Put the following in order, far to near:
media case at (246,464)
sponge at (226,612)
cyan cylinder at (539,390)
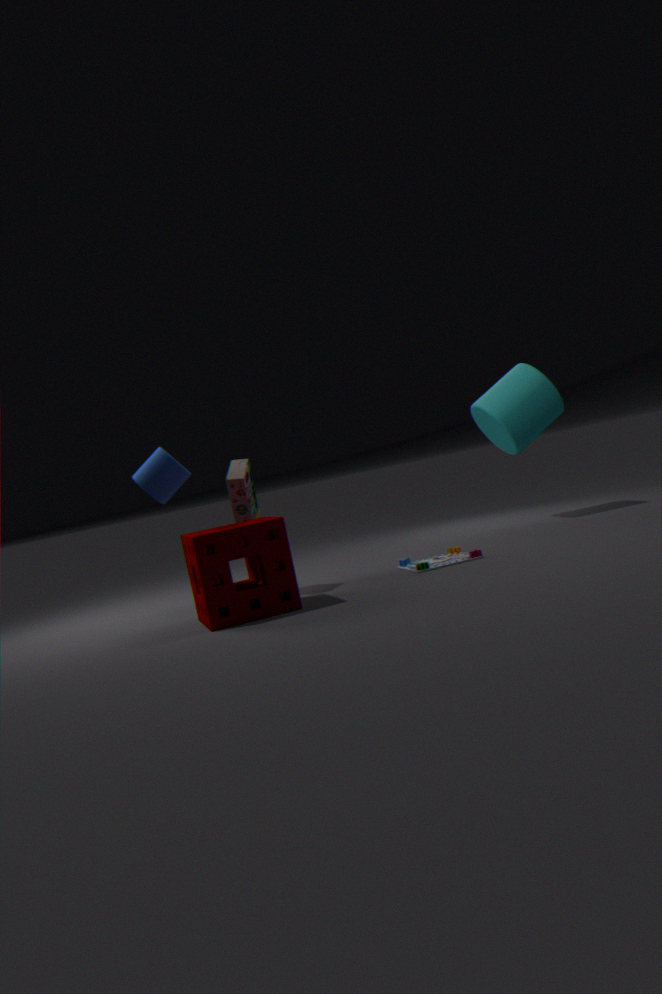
cyan cylinder at (539,390)
media case at (246,464)
sponge at (226,612)
